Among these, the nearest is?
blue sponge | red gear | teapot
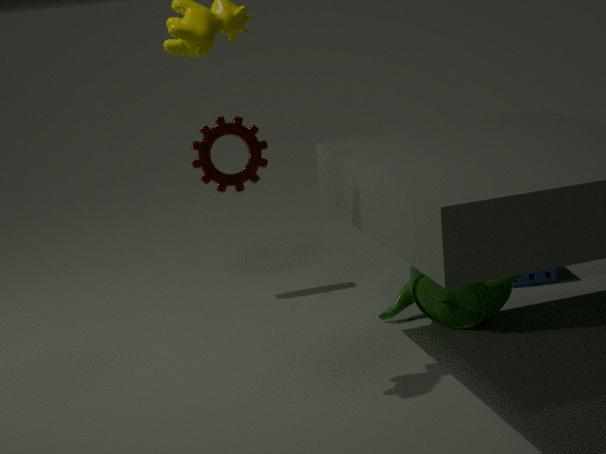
teapot
